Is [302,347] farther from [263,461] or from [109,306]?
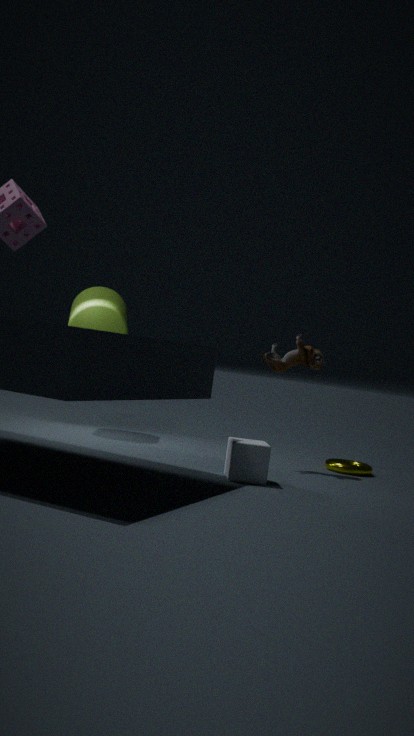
[109,306]
